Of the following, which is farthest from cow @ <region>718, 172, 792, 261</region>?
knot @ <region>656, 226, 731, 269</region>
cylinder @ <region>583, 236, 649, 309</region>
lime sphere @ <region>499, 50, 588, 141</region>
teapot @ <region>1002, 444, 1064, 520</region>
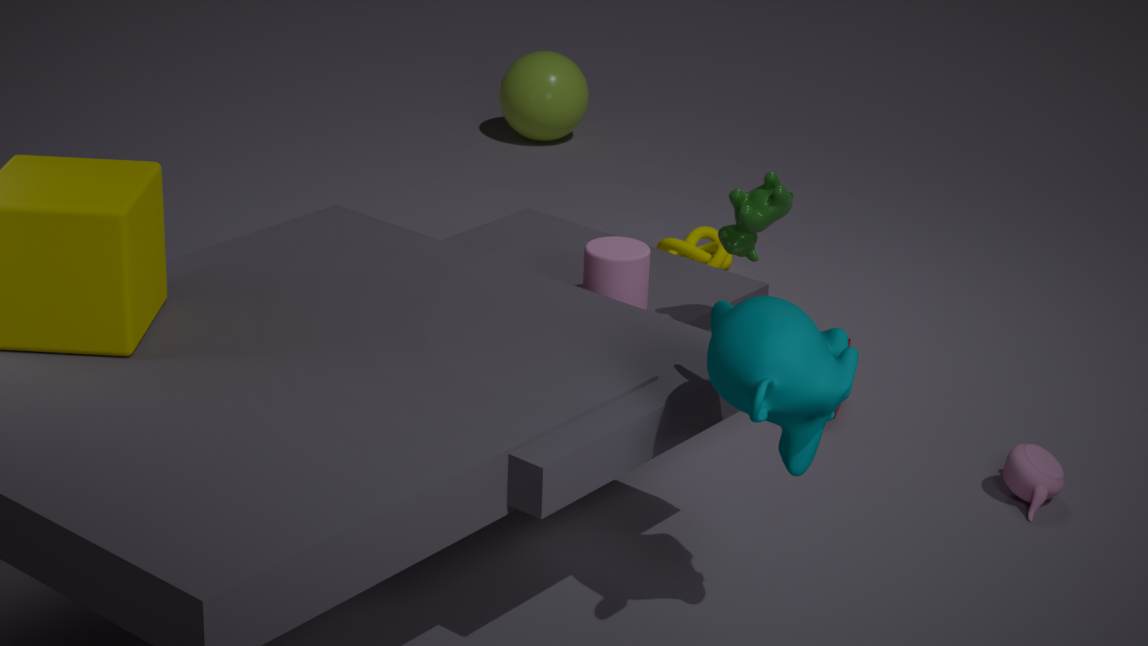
lime sphere @ <region>499, 50, 588, 141</region>
